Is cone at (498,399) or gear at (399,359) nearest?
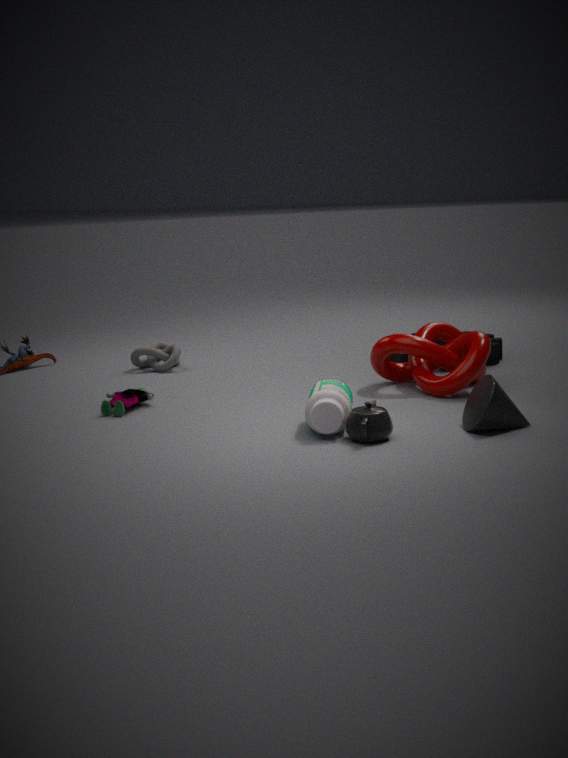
cone at (498,399)
